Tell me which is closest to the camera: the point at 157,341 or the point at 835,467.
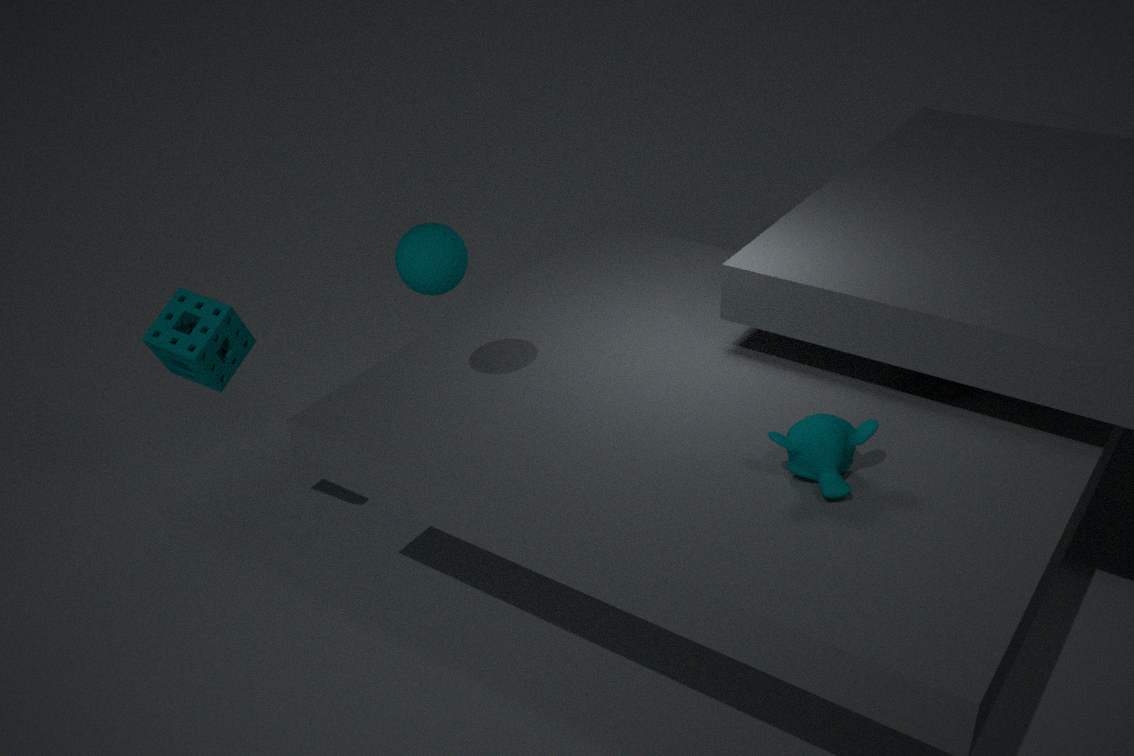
the point at 835,467
